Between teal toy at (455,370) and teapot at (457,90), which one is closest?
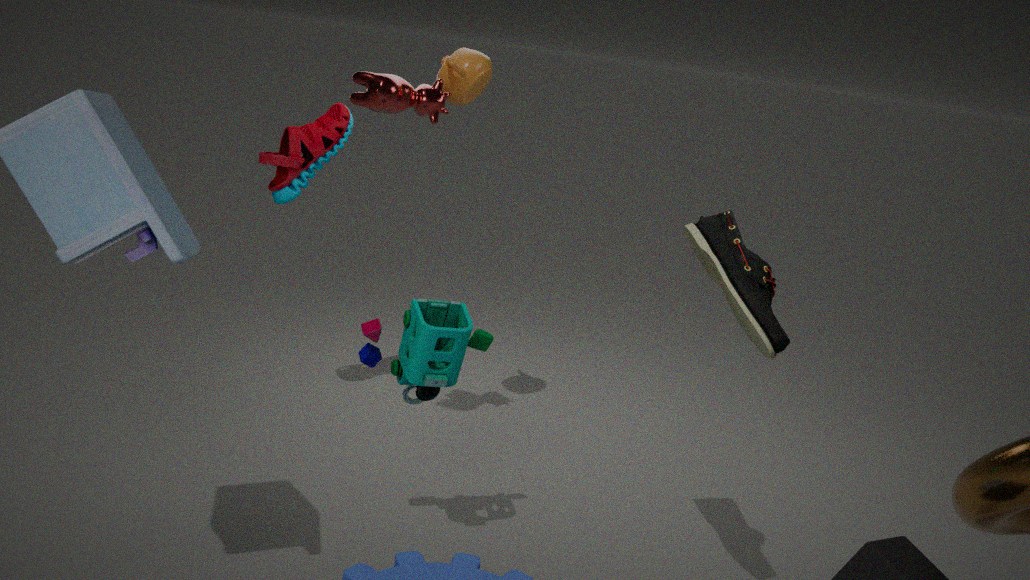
teal toy at (455,370)
